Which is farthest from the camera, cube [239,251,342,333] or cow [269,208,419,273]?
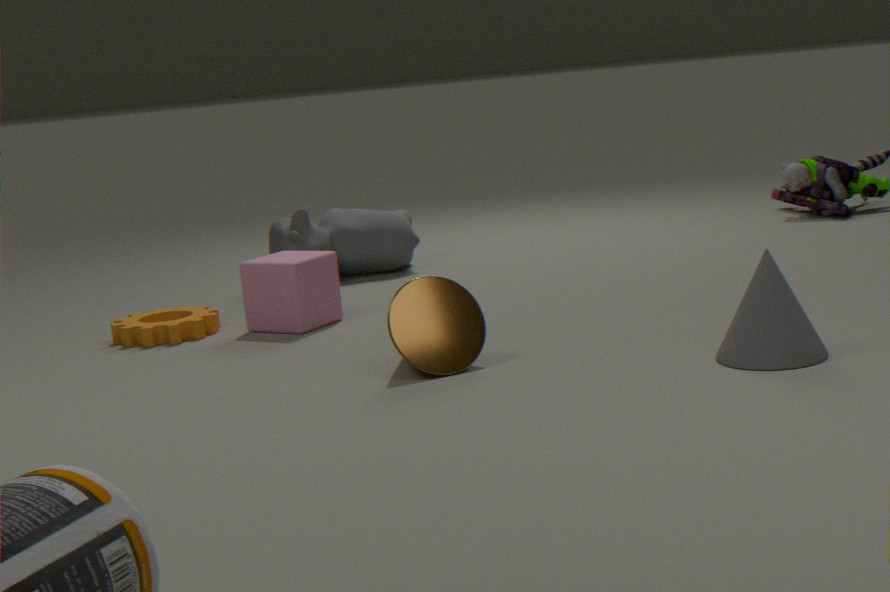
cow [269,208,419,273]
